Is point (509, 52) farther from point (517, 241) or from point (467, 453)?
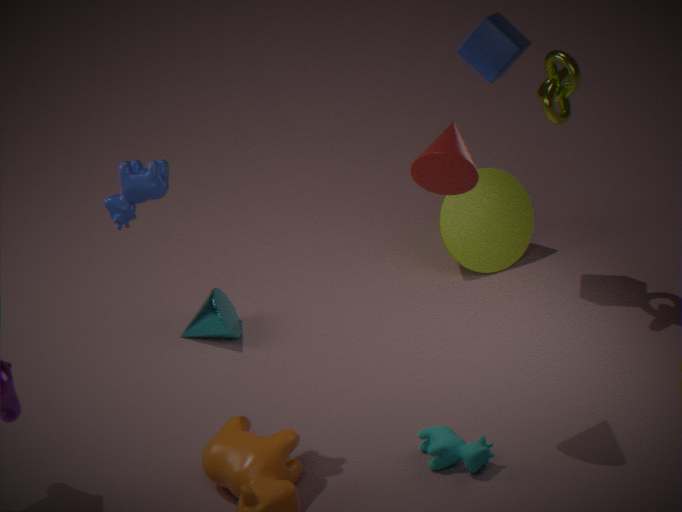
point (467, 453)
